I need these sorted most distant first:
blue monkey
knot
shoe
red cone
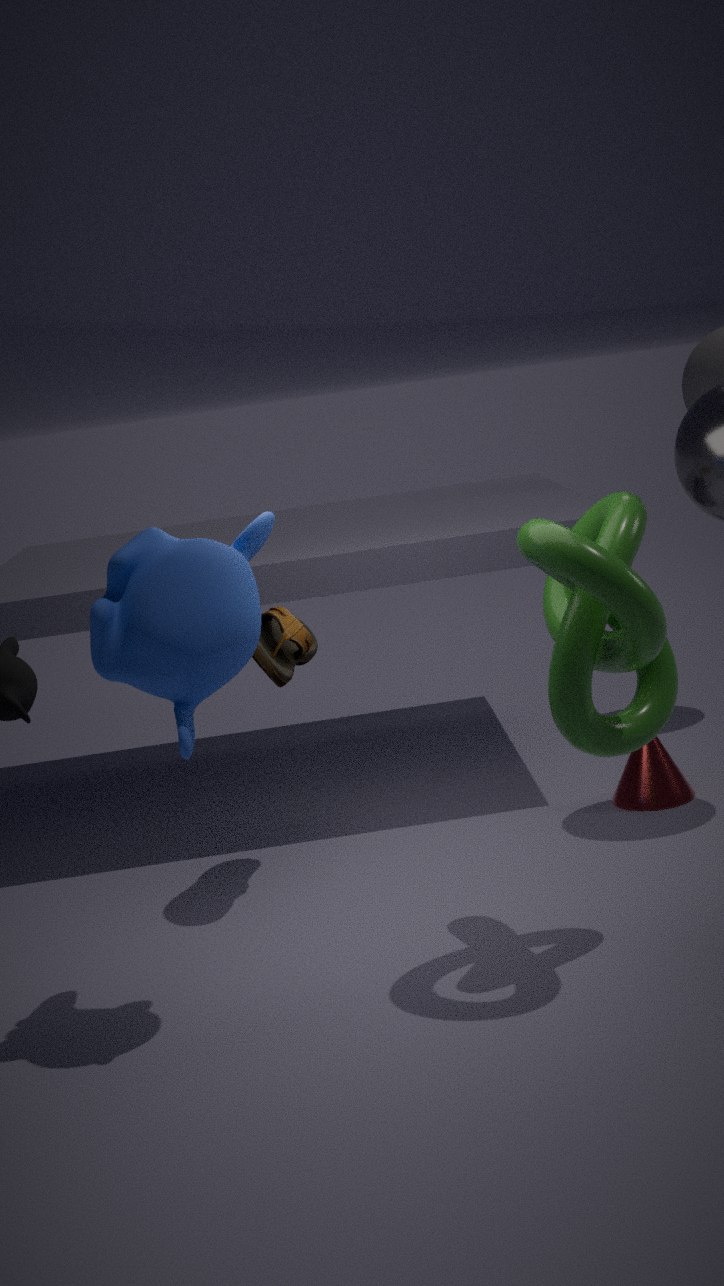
red cone → shoe → blue monkey → knot
